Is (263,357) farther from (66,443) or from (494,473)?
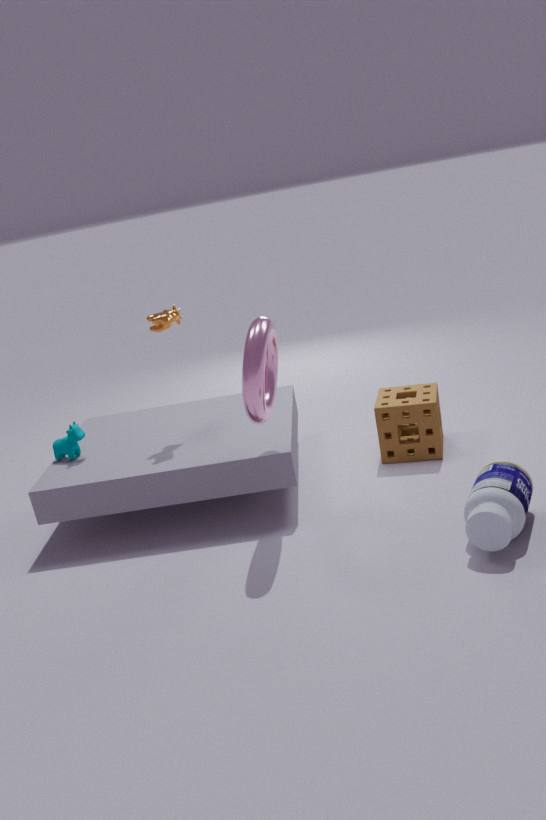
(66,443)
